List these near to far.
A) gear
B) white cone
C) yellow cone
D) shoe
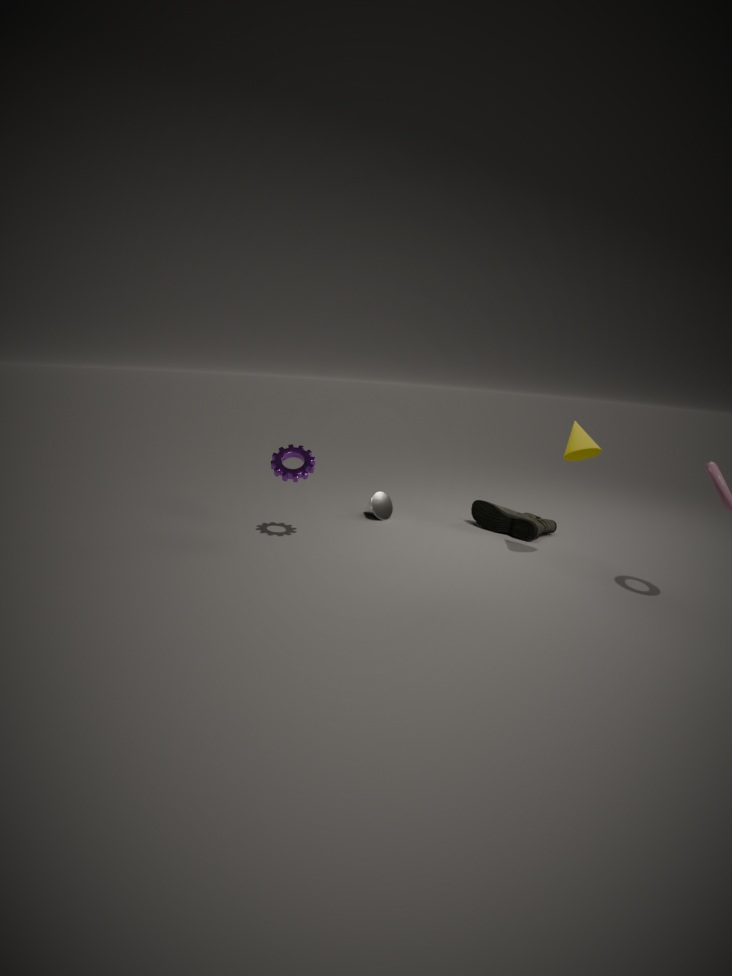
1. yellow cone
2. gear
3. shoe
4. white cone
